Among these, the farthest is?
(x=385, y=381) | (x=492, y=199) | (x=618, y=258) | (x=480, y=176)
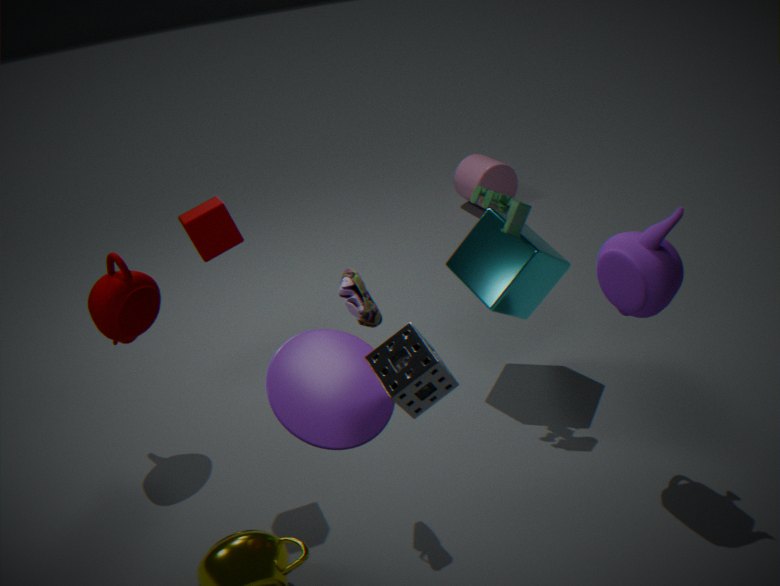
(x=480, y=176)
